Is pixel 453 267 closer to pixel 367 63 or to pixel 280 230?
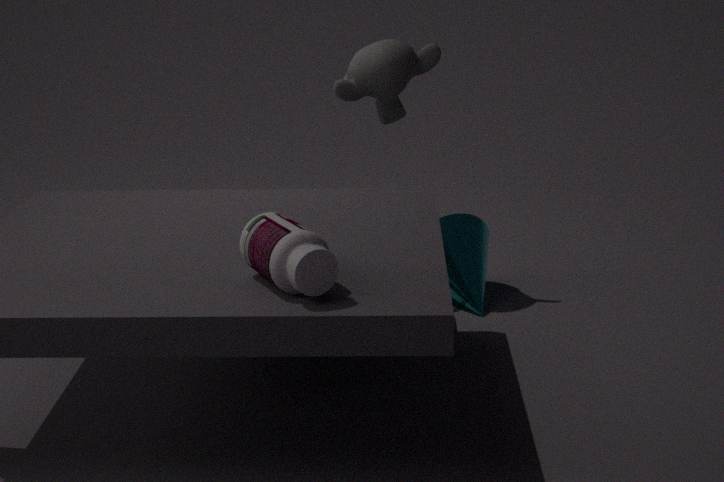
pixel 367 63
